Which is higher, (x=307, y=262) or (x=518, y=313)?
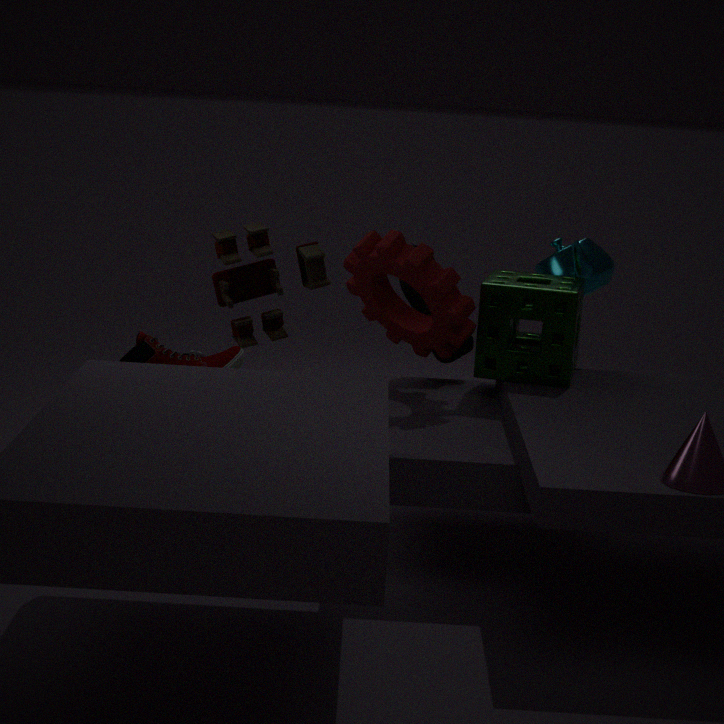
(x=307, y=262)
